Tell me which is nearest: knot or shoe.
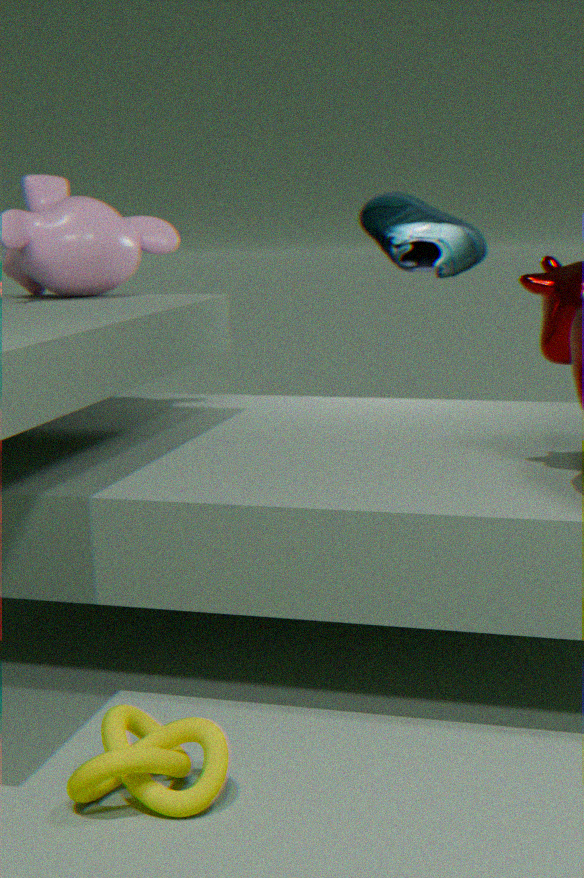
knot
